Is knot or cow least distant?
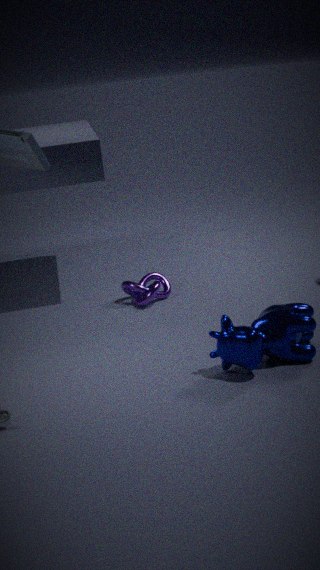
cow
